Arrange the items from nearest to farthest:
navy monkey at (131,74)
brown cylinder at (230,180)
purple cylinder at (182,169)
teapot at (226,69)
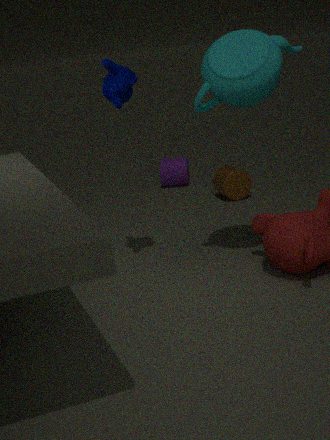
1. teapot at (226,69)
2. navy monkey at (131,74)
3. brown cylinder at (230,180)
4. purple cylinder at (182,169)
